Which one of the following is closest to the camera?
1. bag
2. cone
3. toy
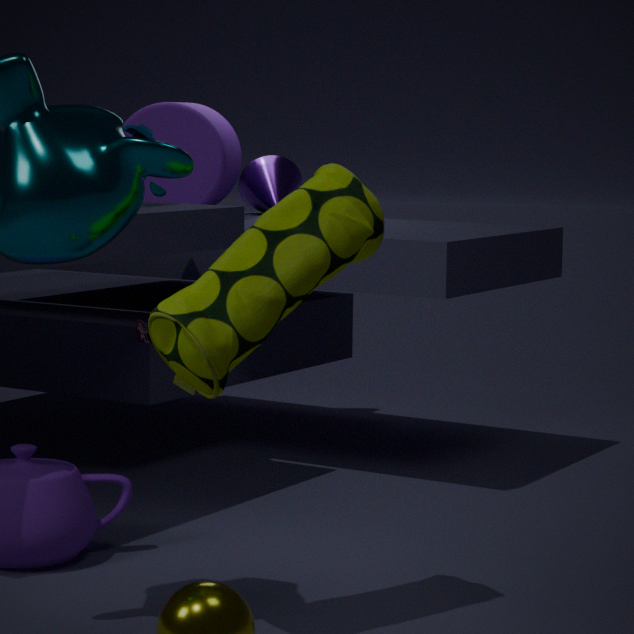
bag
